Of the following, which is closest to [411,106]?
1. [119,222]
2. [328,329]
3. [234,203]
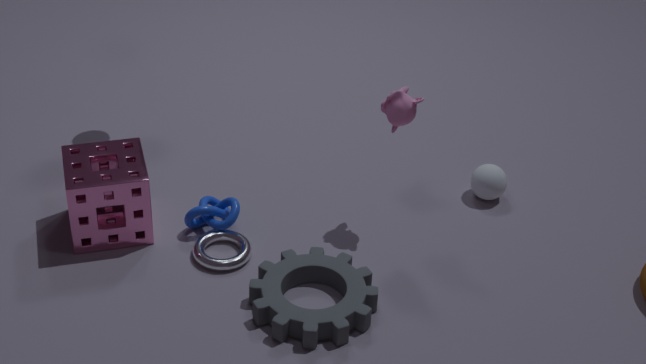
[328,329]
